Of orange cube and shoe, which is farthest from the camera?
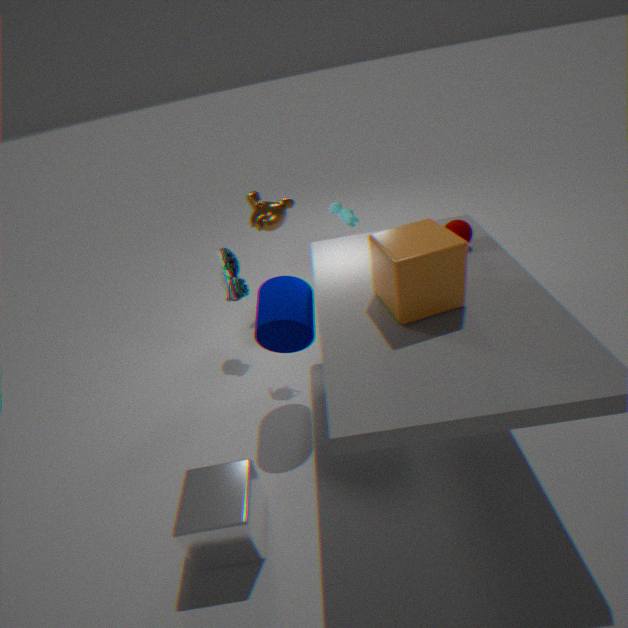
shoe
